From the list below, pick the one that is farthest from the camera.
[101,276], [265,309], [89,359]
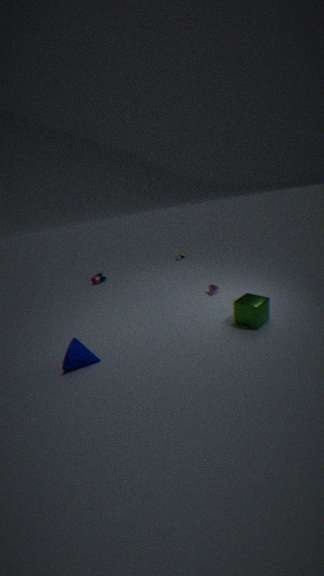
[101,276]
